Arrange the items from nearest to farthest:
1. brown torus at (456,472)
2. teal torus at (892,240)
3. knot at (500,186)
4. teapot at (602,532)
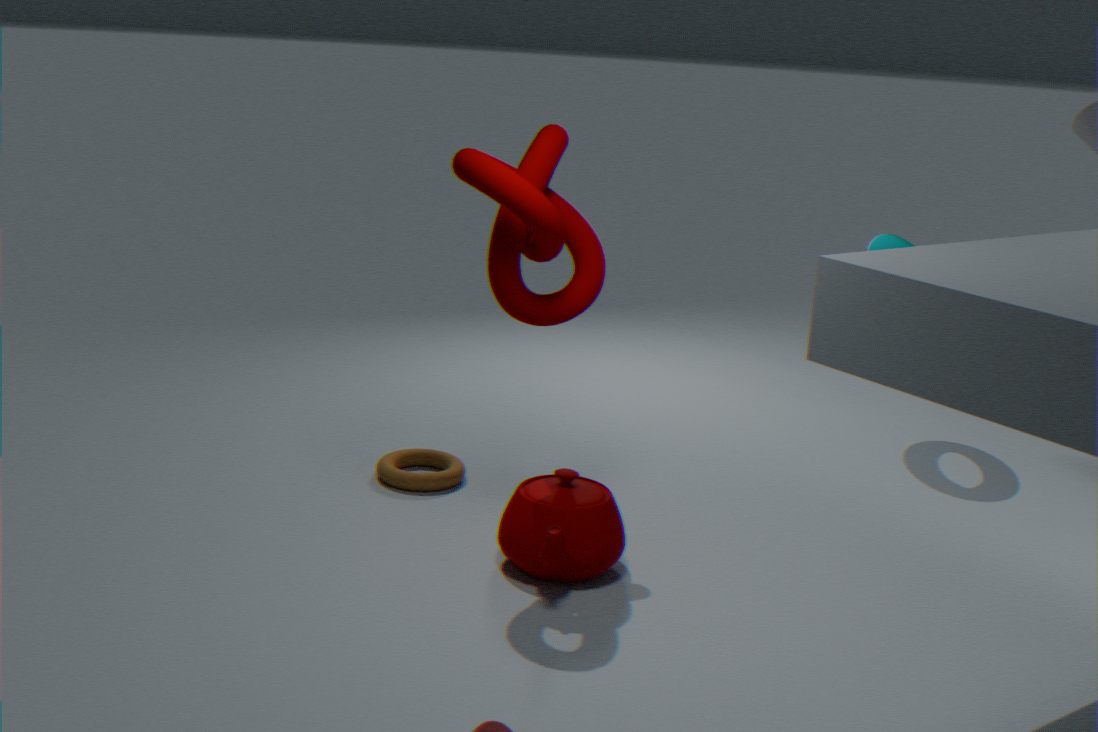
1. knot at (500,186)
2. teapot at (602,532)
3. brown torus at (456,472)
4. teal torus at (892,240)
